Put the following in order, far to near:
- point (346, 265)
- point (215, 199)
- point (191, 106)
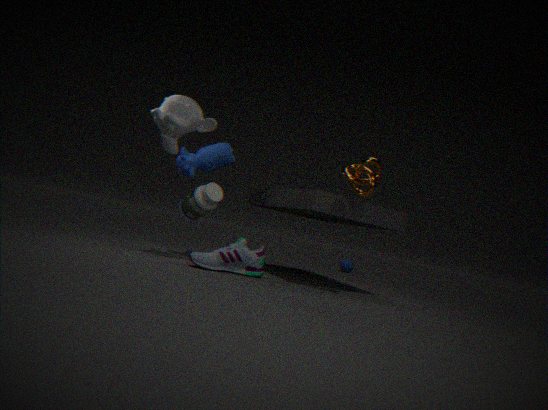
point (346, 265), point (215, 199), point (191, 106)
